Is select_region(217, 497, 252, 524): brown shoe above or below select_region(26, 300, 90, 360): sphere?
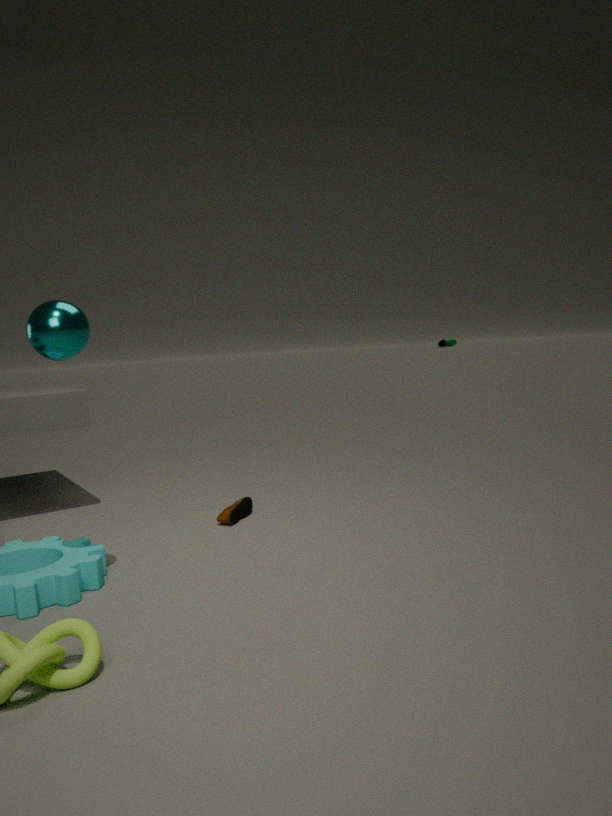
below
